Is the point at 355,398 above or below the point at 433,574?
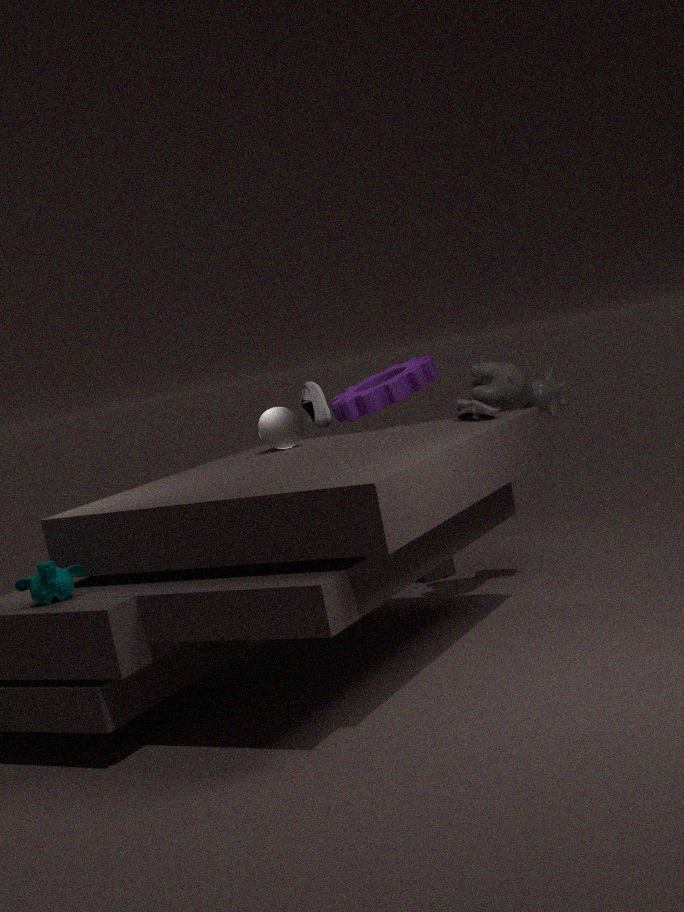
Result: above
